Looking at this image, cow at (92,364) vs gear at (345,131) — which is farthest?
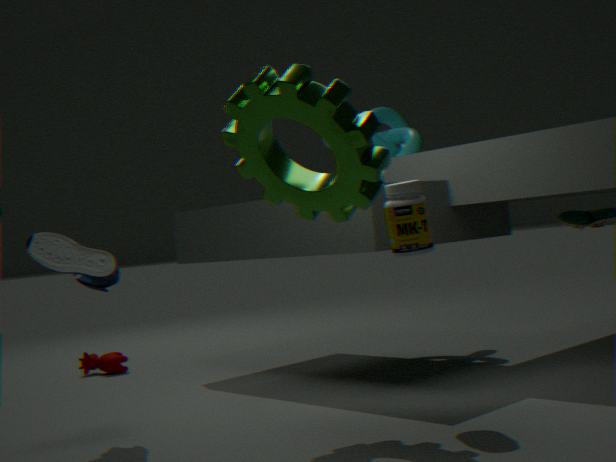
cow at (92,364)
